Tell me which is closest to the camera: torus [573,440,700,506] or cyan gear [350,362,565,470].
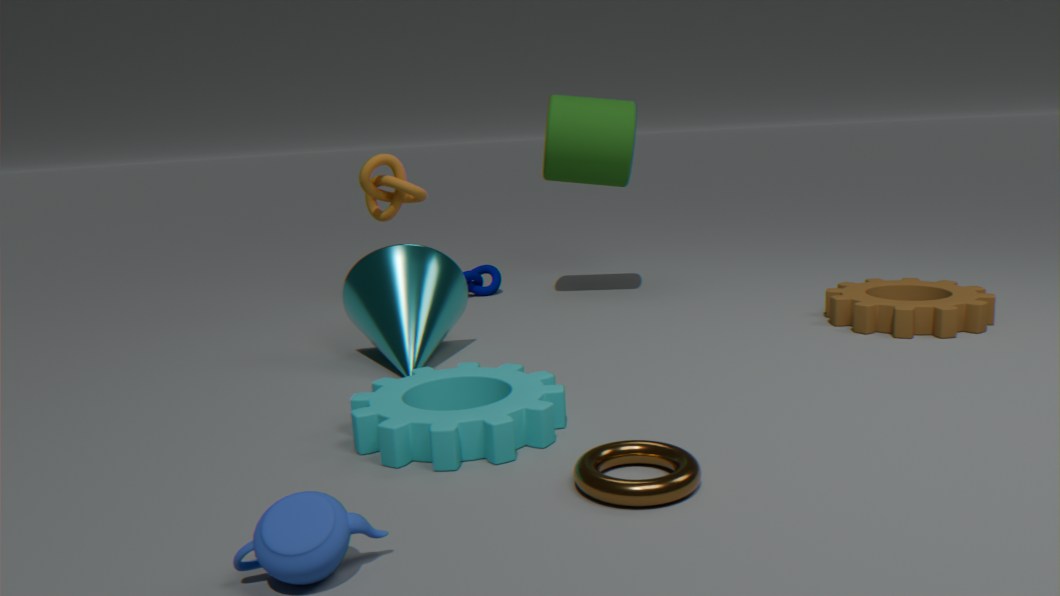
torus [573,440,700,506]
